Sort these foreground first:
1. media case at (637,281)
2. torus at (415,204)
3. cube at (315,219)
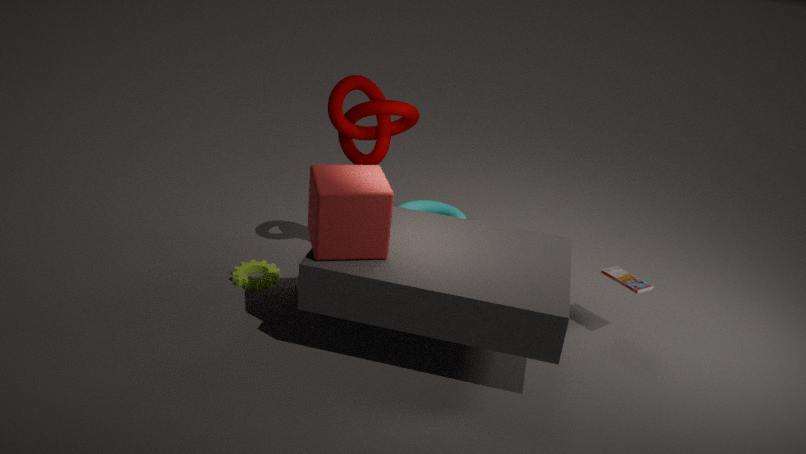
cube at (315,219) → media case at (637,281) → torus at (415,204)
